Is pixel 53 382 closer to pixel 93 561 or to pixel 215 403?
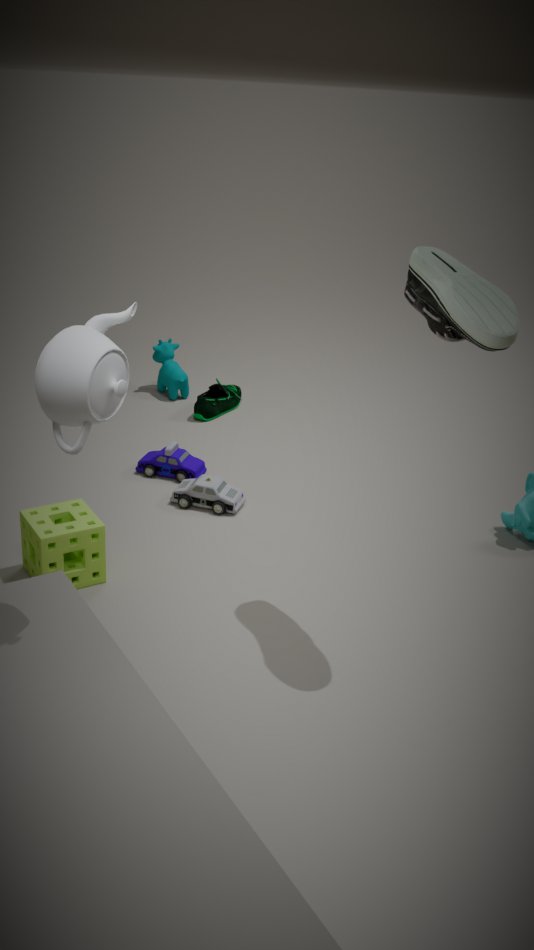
pixel 93 561
